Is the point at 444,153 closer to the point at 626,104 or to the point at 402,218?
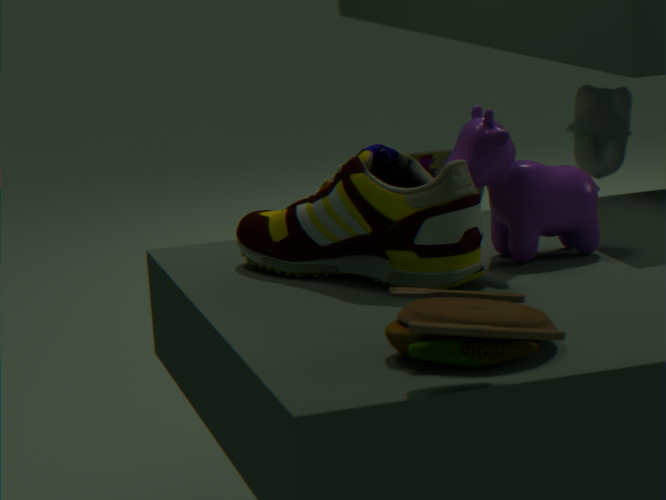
the point at 626,104
